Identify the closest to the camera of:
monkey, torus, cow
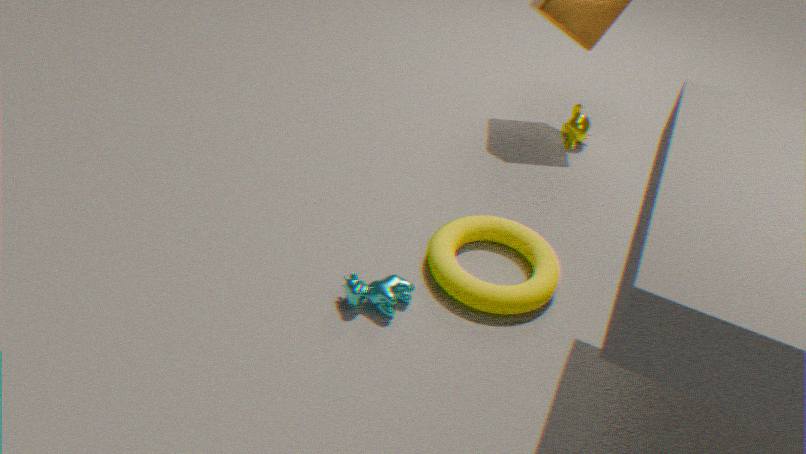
cow
